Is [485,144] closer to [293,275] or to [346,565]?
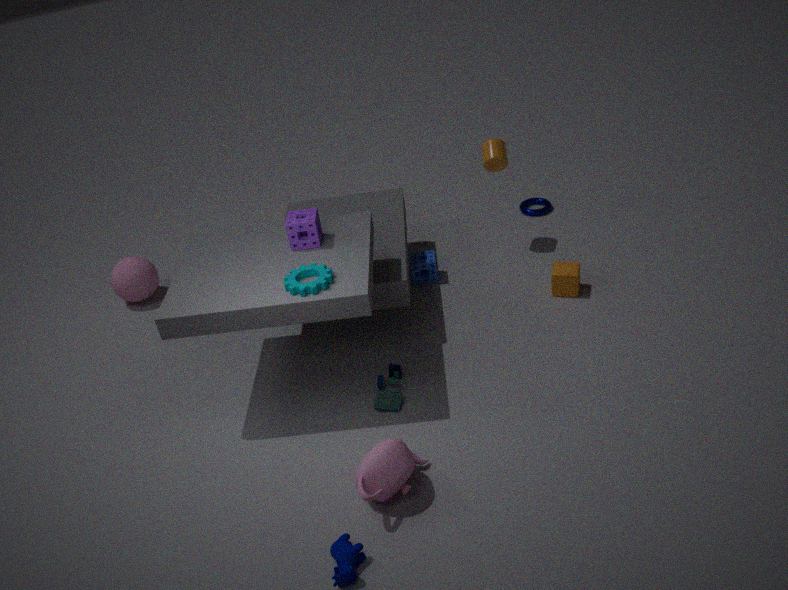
[293,275]
